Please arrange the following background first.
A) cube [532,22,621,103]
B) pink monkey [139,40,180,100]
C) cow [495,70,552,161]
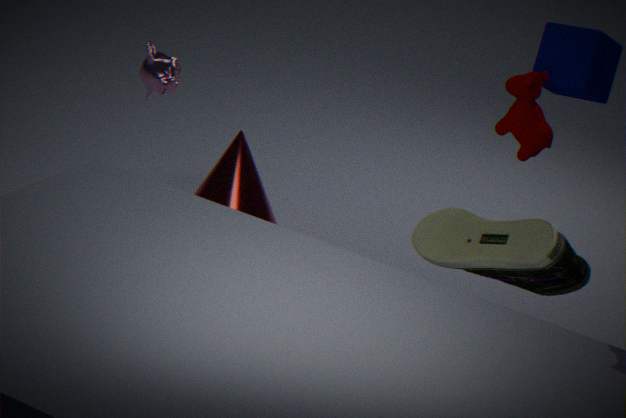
pink monkey [139,40,180,100] < cube [532,22,621,103] < cow [495,70,552,161]
